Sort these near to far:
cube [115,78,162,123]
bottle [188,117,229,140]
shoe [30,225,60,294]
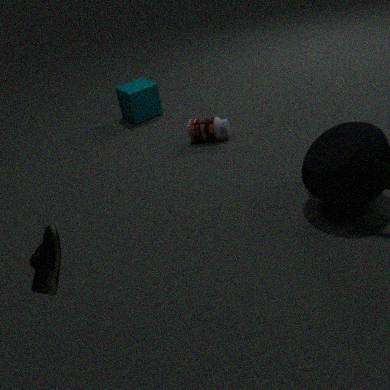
shoe [30,225,60,294] < bottle [188,117,229,140] < cube [115,78,162,123]
